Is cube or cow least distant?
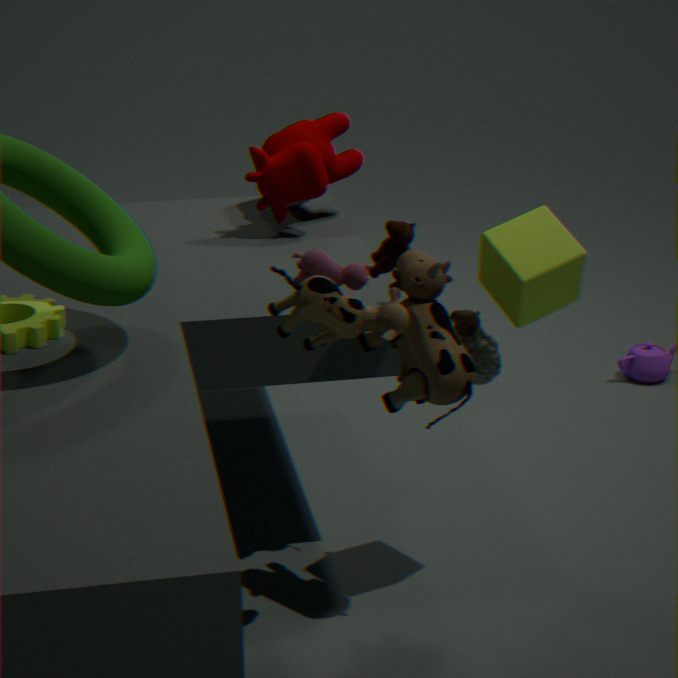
cube
